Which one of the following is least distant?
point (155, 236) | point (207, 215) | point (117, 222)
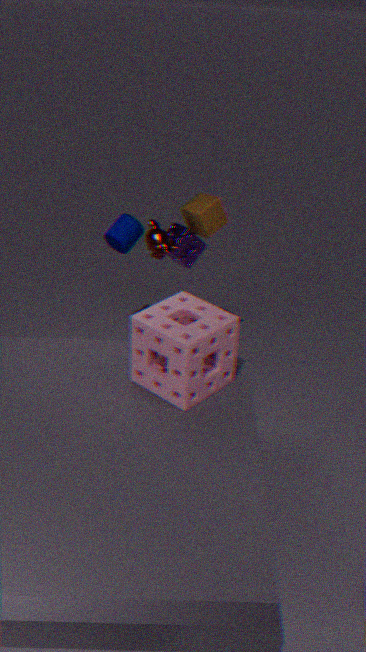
point (155, 236)
